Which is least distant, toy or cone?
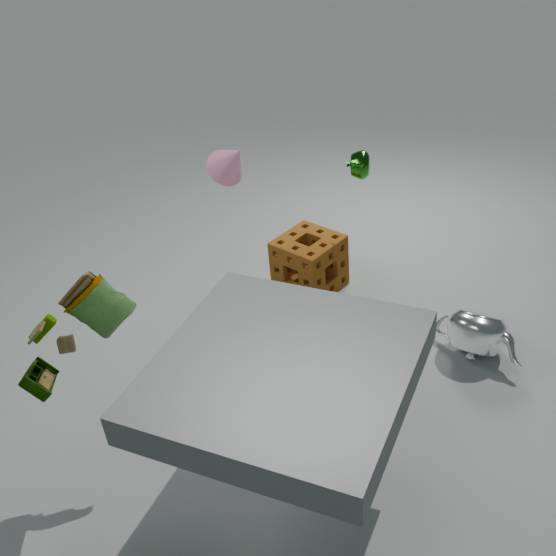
toy
